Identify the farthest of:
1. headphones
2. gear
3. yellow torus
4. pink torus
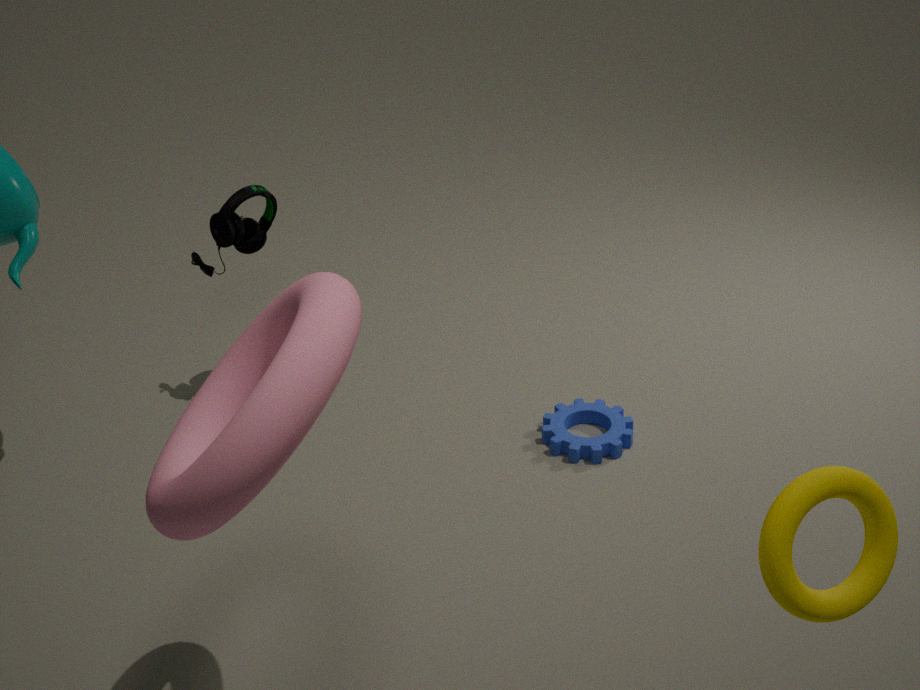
headphones
